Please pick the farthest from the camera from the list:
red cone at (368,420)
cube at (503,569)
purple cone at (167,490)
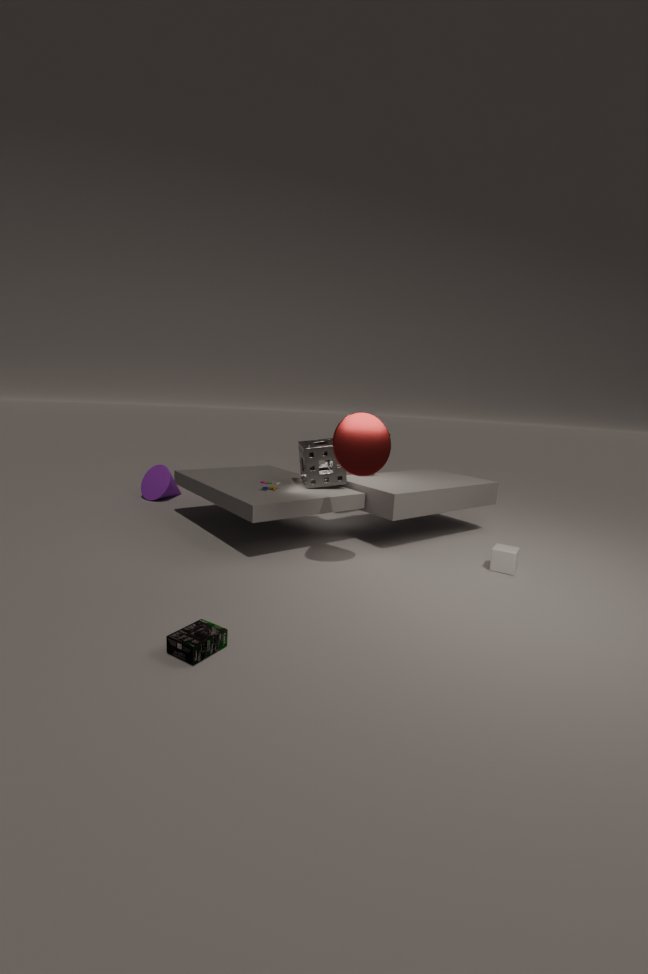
purple cone at (167,490)
